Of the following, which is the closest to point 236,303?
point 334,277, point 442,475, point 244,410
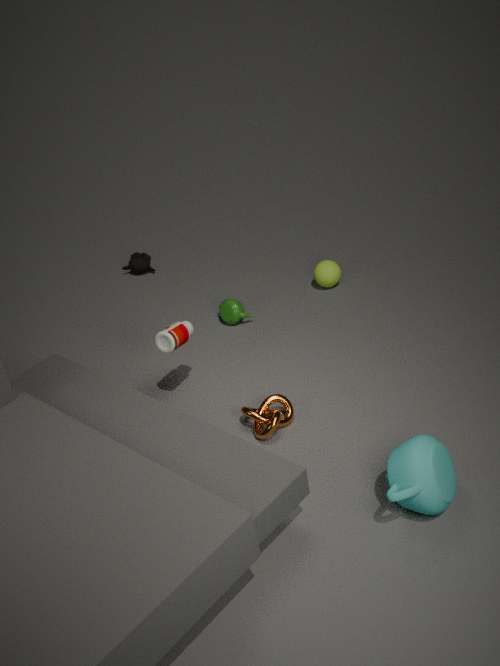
point 334,277
